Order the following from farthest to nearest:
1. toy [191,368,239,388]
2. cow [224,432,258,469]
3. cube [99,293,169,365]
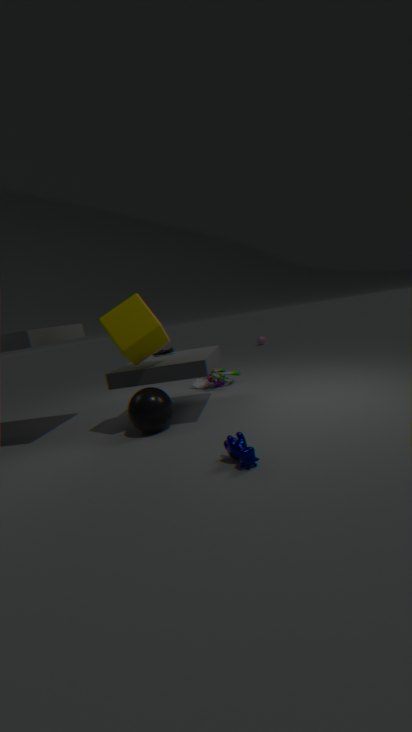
toy [191,368,239,388]
cube [99,293,169,365]
cow [224,432,258,469]
